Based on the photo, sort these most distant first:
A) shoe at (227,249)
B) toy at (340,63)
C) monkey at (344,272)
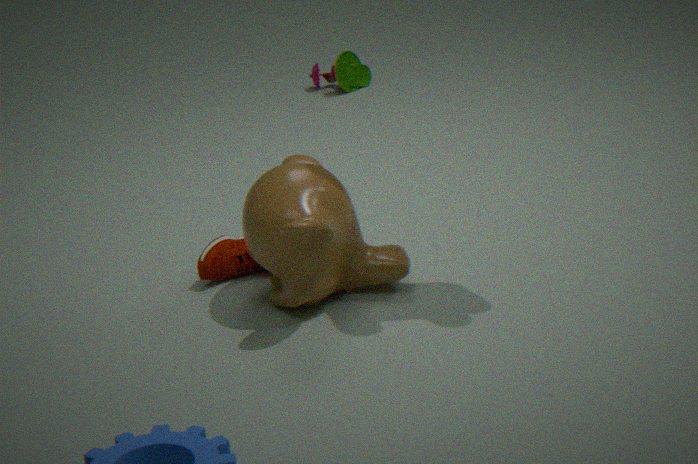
toy at (340,63) → shoe at (227,249) → monkey at (344,272)
